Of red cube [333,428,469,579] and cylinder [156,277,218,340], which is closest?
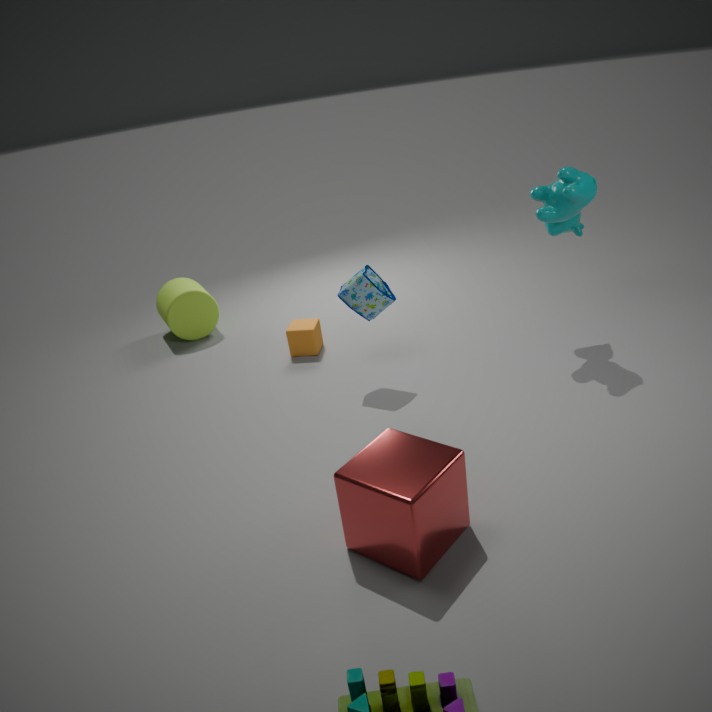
red cube [333,428,469,579]
